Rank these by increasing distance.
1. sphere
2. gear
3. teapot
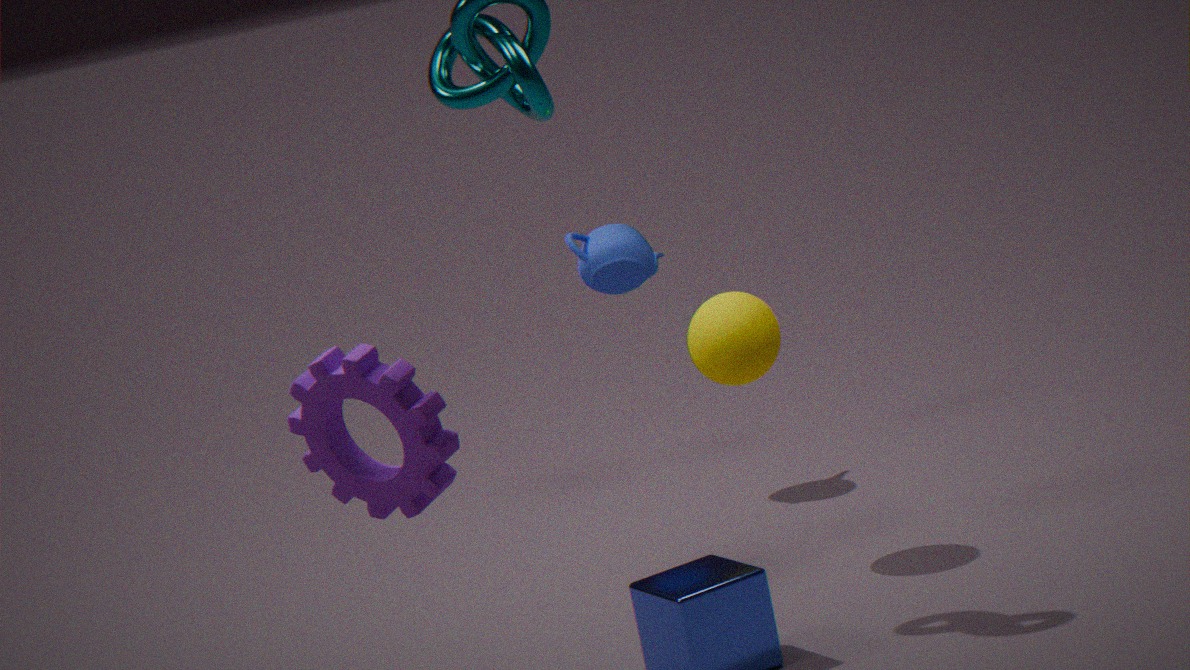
gear < sphere < teapot
